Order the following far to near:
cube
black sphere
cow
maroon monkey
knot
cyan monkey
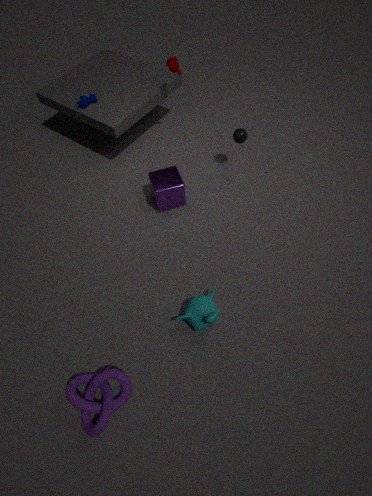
cow
black sphere
maroon monkey
cube
cyan monkey
knot
